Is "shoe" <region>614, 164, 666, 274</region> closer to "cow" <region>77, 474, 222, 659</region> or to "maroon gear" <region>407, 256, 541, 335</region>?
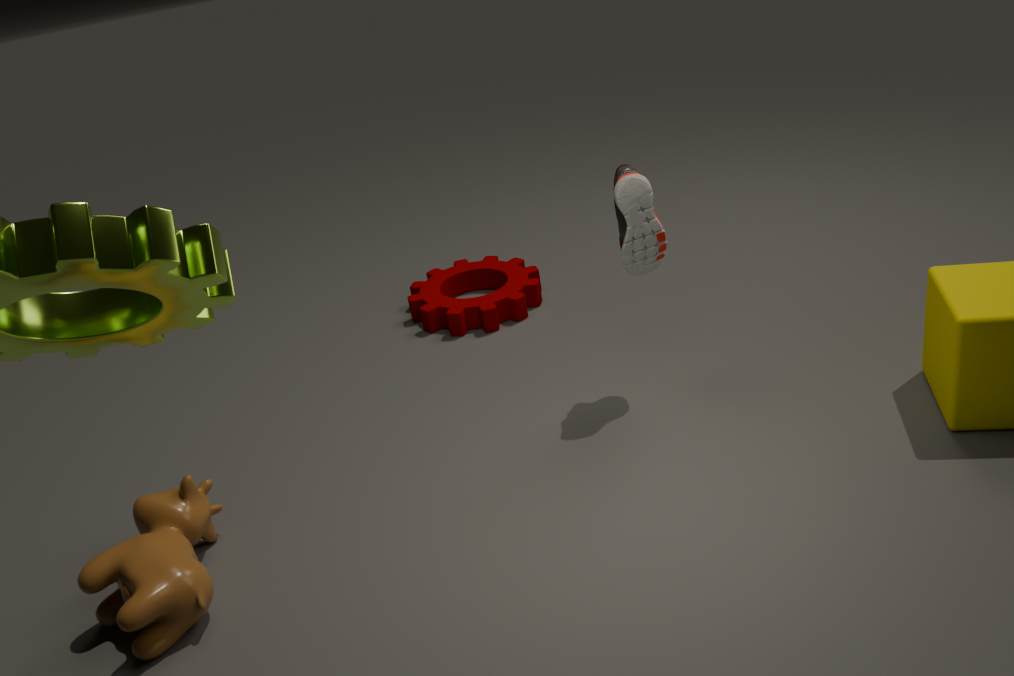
A: "maroon gear" <region>407, 256, 541, 335</region>
